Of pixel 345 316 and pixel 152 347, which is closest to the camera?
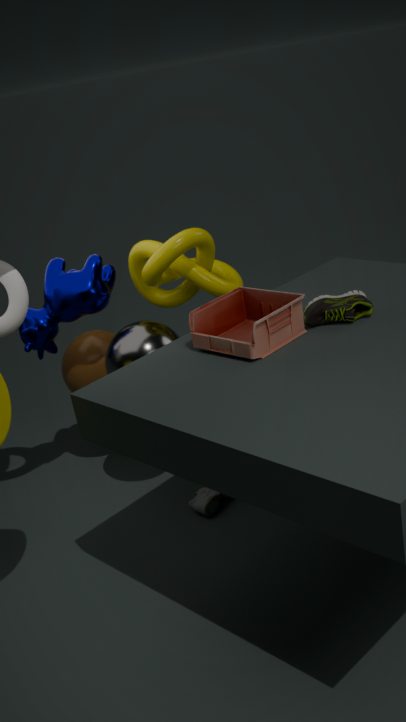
pixel 345 316
